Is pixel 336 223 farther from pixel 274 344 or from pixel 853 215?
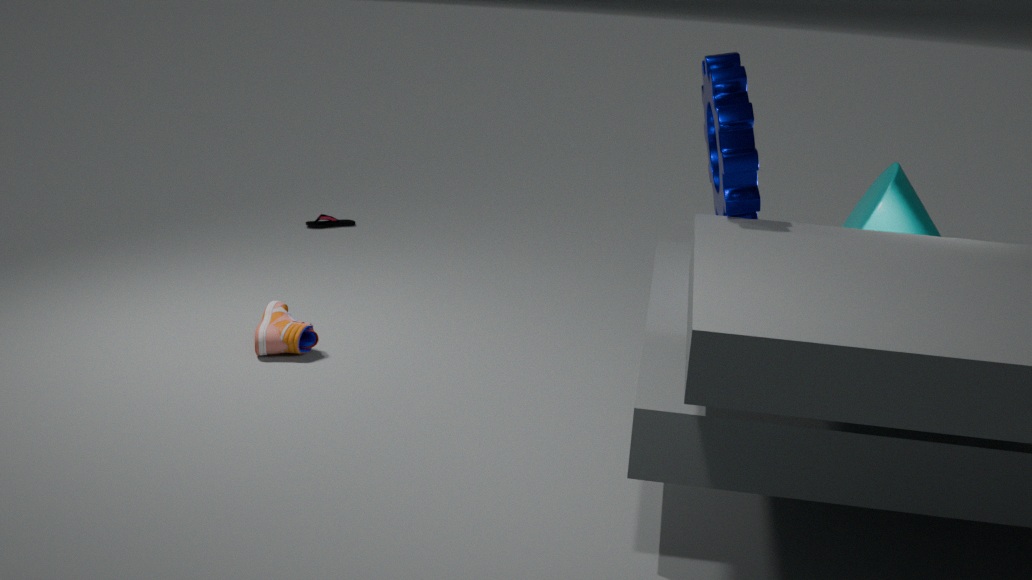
pixel 853 215
